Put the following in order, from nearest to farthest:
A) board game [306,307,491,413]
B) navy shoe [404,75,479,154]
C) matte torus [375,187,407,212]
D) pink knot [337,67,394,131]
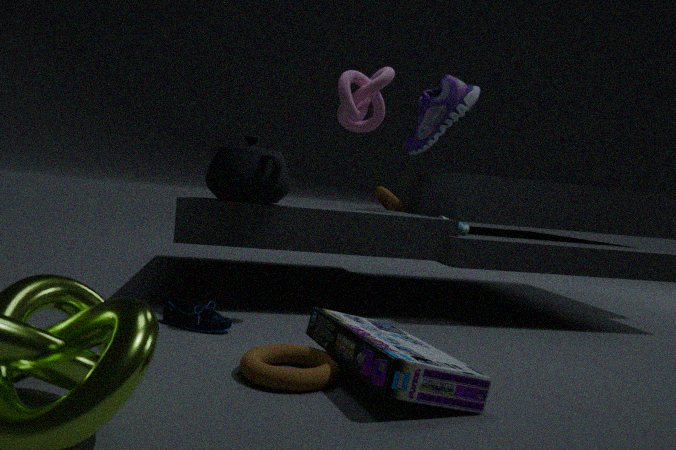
board game [306,307,491,413] → pink knot [337,67,394,131] → navy shoe [404,75,479,154] → matte torus [375,187,407,212]
